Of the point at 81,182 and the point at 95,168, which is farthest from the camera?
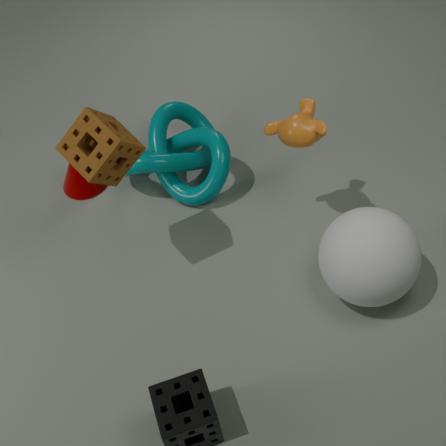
the point at 81,182
